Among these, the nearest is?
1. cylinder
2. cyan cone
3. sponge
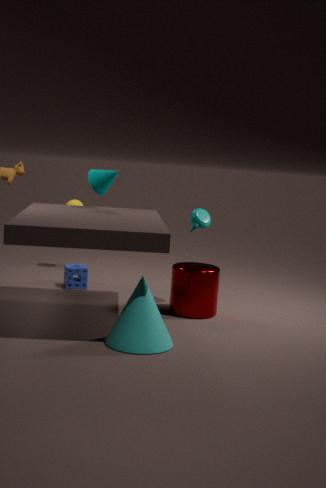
cyan cone
